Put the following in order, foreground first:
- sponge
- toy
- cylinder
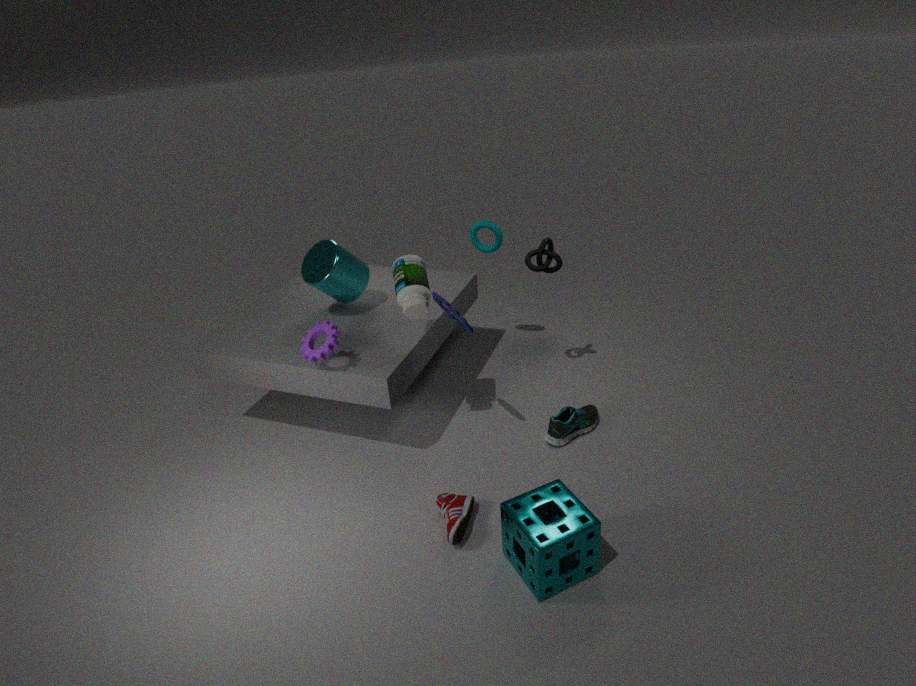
1. sponge
2. toy
3. cylinder
